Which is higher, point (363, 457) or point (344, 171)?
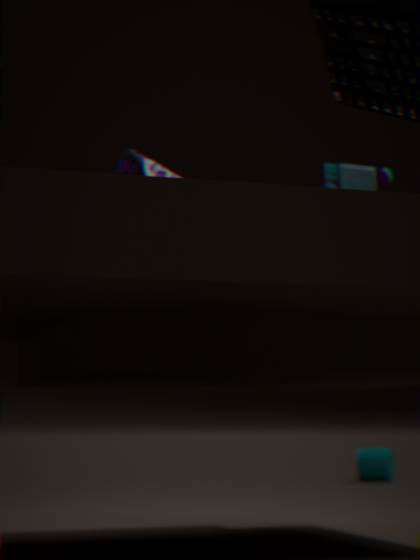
point (344, 171)
